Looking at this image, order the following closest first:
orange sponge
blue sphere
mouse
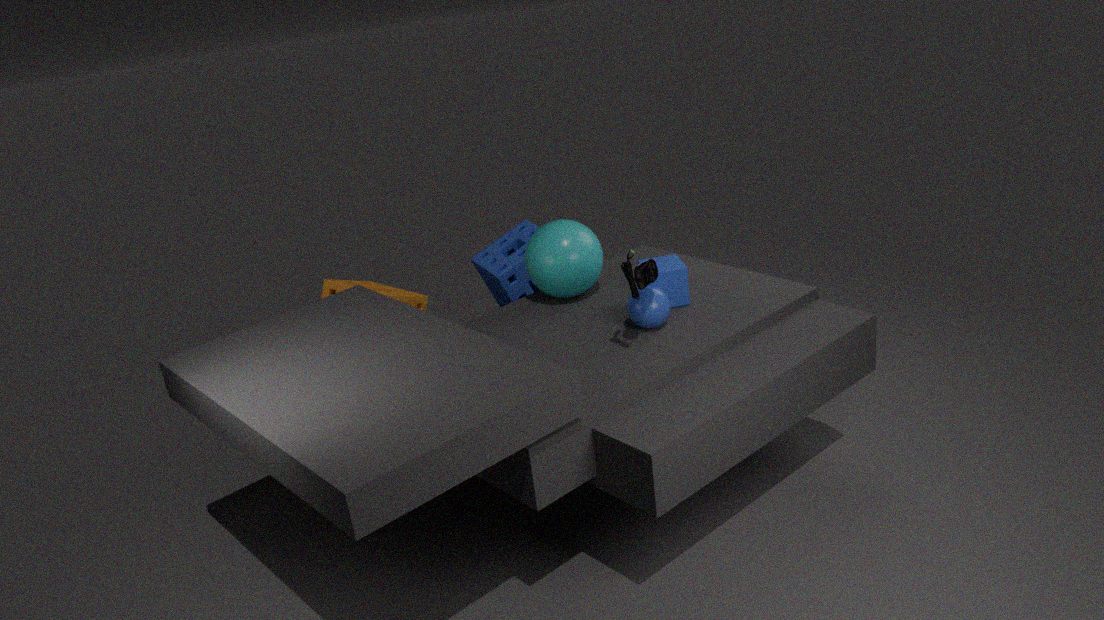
mouse, blue sphere, orange sponge
